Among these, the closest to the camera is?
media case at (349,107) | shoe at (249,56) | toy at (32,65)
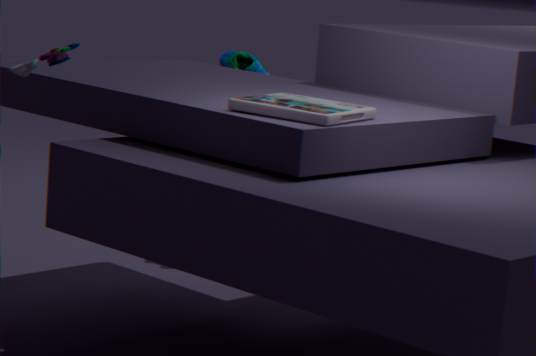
media case at (349,107)
